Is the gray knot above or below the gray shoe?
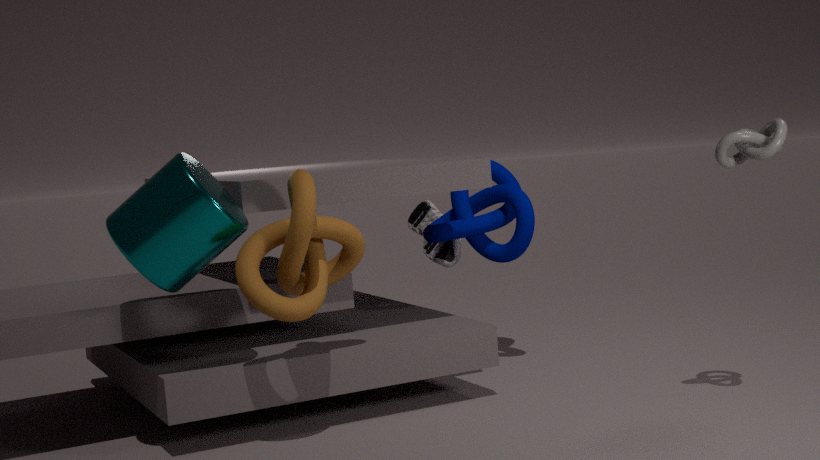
above
